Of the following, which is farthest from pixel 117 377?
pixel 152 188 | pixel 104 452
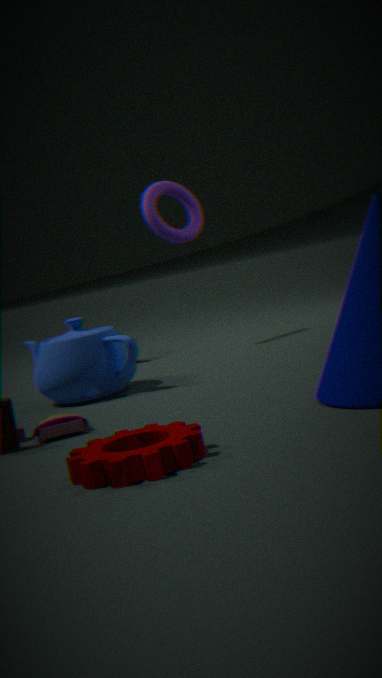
pixel 104 452
